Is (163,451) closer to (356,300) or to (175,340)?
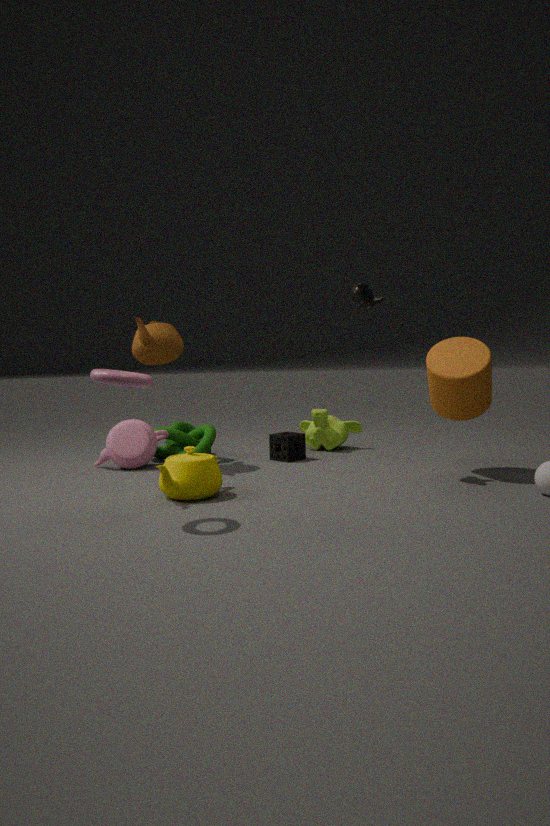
(175,340)
